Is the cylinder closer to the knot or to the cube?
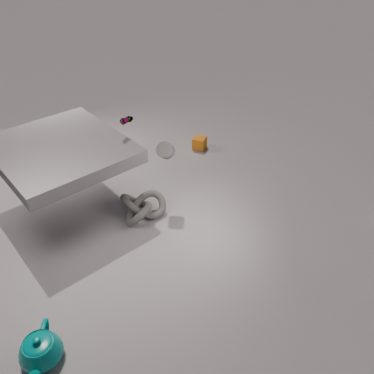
the knot
